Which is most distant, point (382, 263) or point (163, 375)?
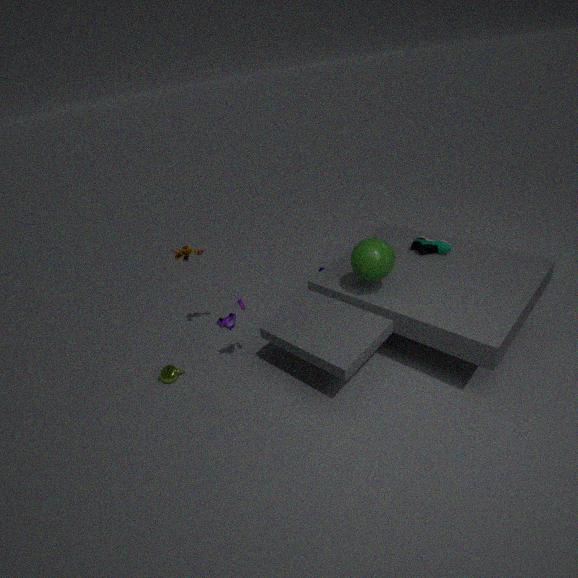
point (163, 375)
